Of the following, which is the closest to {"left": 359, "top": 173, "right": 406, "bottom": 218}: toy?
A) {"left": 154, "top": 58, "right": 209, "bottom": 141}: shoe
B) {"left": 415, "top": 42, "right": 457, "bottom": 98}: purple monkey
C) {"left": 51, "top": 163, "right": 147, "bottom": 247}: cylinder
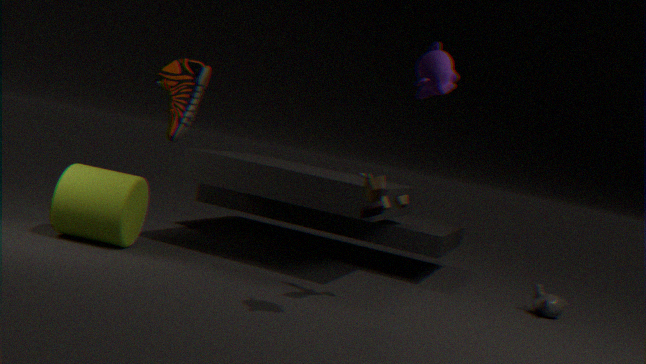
{"left": 415, "top": 42, "right": 457, "bottom": 98}: purple monkey
